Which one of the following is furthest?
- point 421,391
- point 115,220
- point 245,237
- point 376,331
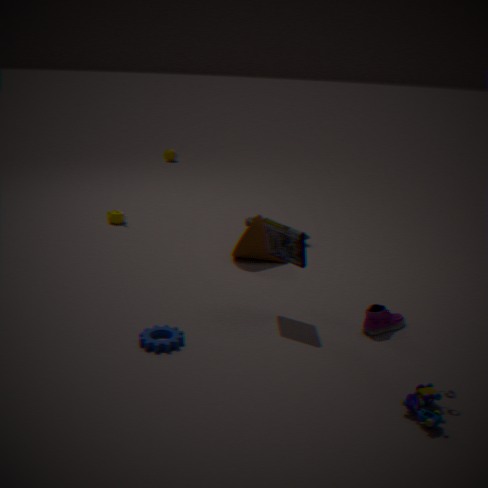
point 115,220
